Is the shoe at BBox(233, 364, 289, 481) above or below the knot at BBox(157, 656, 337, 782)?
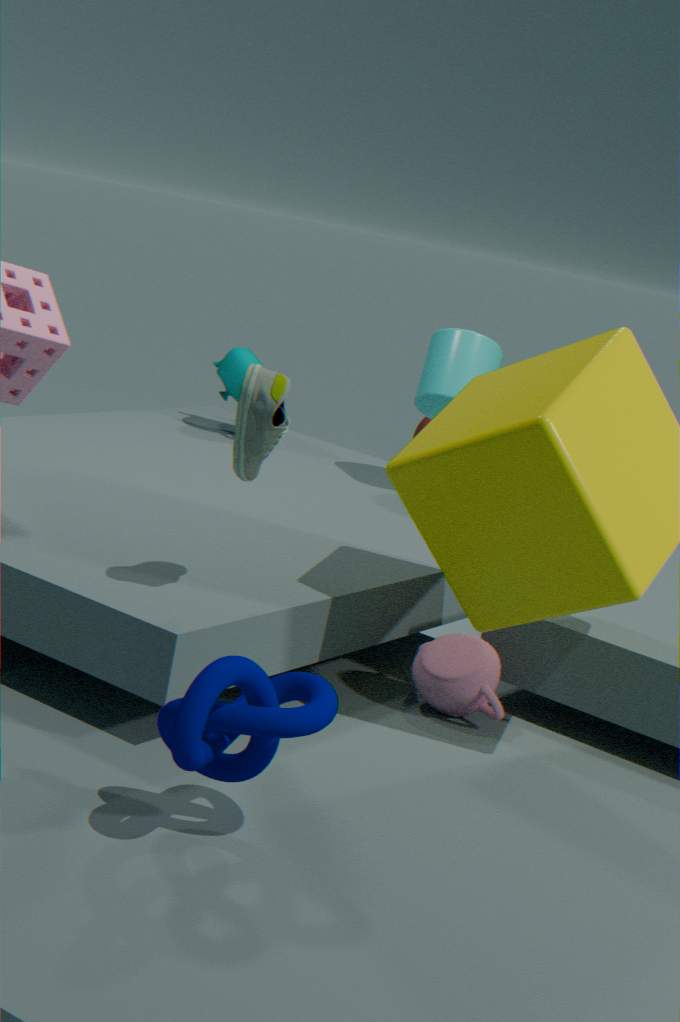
above
